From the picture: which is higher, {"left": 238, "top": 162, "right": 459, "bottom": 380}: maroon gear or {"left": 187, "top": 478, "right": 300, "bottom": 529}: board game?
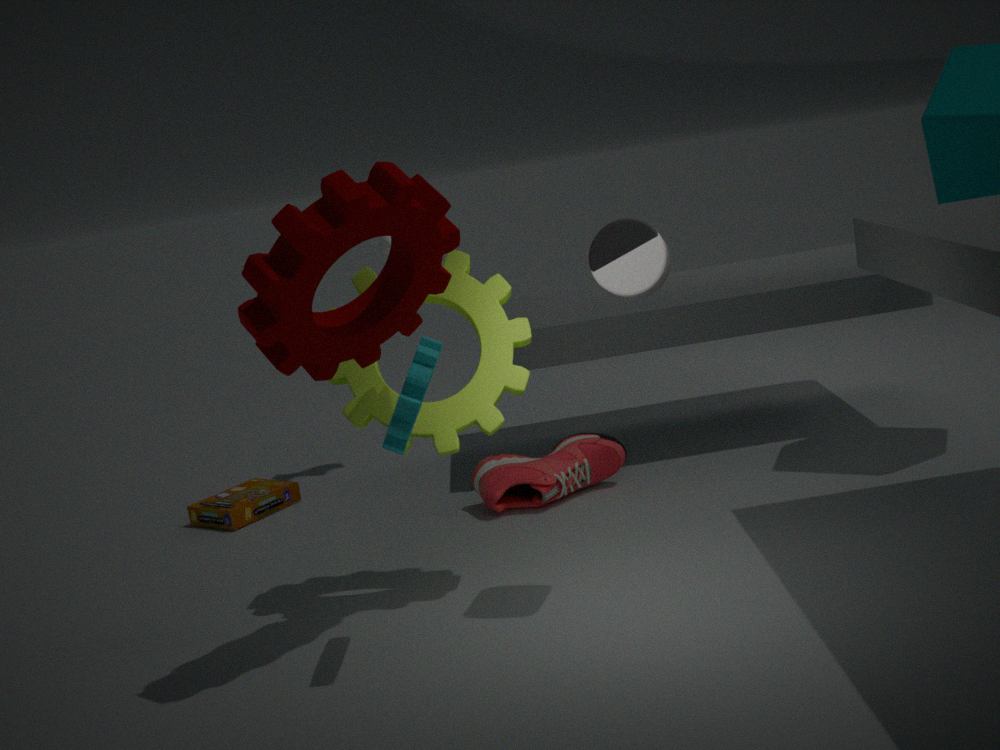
{"left": 238, "top": 162, "right": 459, "bottom": 380}: maroon gear
